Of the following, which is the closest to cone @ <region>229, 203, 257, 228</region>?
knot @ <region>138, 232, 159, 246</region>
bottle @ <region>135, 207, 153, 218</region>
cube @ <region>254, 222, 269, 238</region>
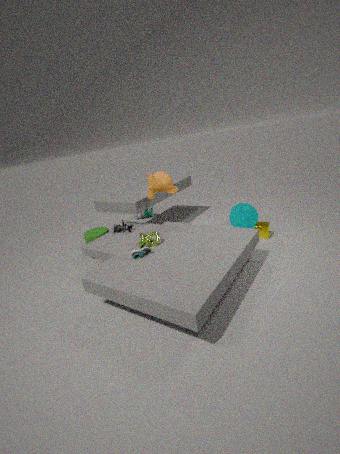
cube @ <region>254, 222, 269, 238</region>
